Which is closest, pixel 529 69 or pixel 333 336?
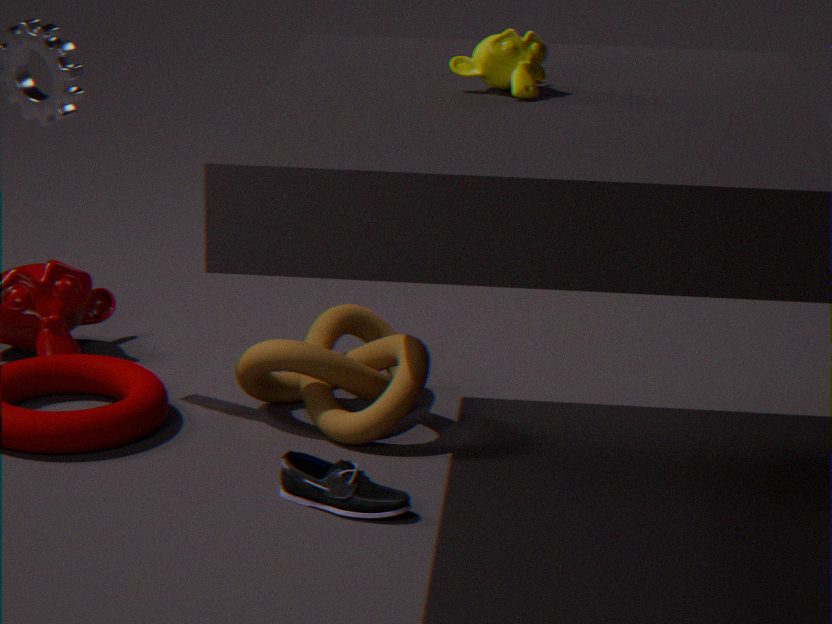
pixel 529 69
